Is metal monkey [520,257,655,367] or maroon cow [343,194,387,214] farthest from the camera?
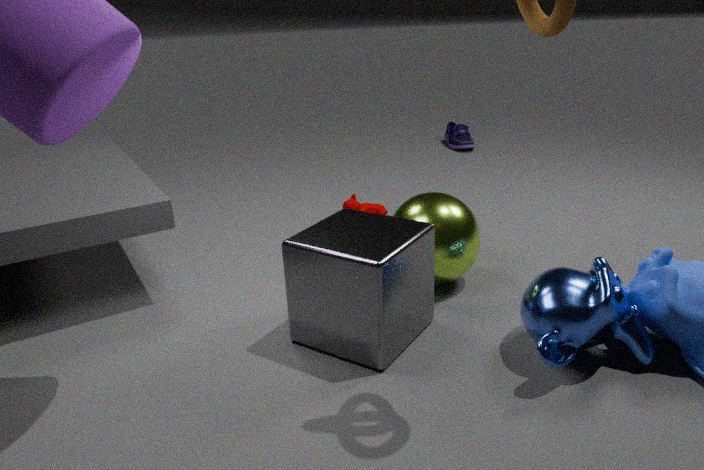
maroon cow [343,194,387,214]
